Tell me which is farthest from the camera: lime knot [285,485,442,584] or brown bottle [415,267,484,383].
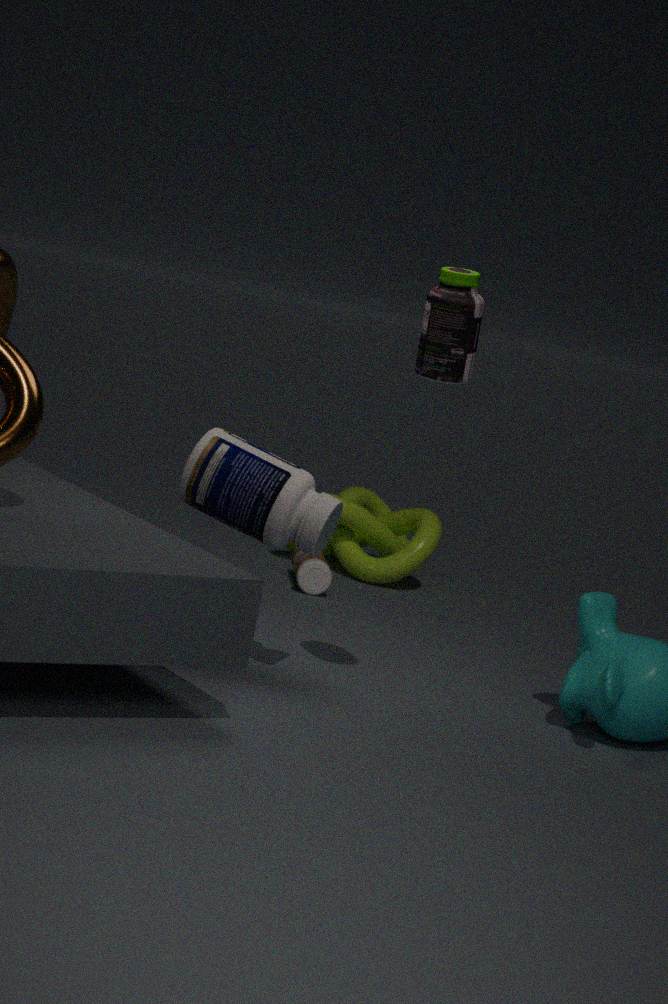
lime knot [285,485,442,584]
